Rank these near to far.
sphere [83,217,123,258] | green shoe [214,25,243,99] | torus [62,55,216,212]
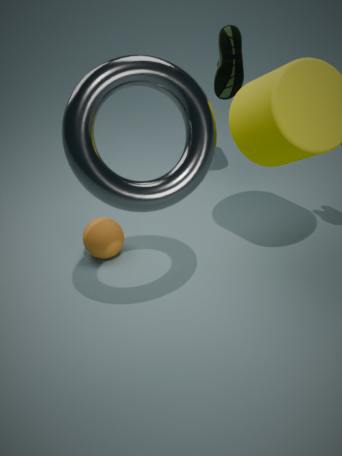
torus [62,55,216,212] → sphere [83,217,123,258] → green shoe [214,25,243,99]
